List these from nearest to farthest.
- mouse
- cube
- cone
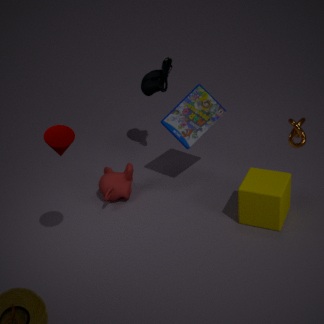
cone → cube → mouse
